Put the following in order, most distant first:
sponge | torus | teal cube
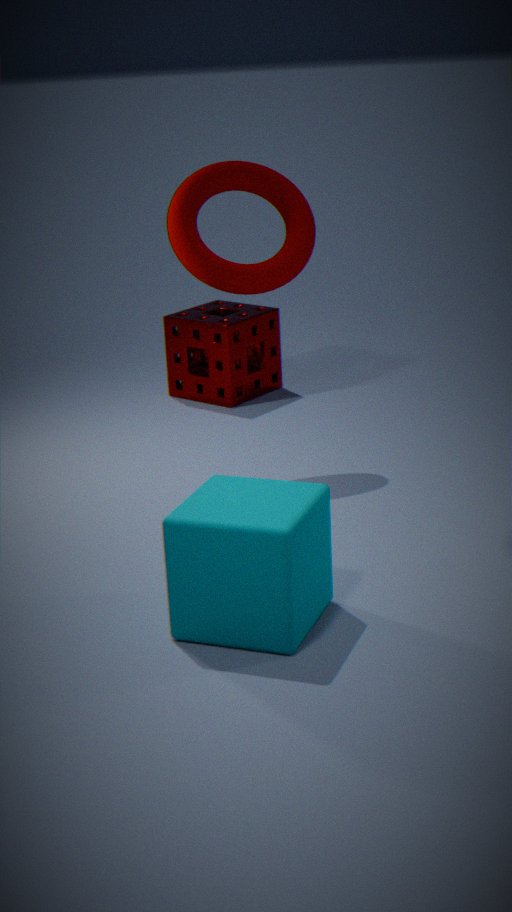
sponge
torus
teal cube
